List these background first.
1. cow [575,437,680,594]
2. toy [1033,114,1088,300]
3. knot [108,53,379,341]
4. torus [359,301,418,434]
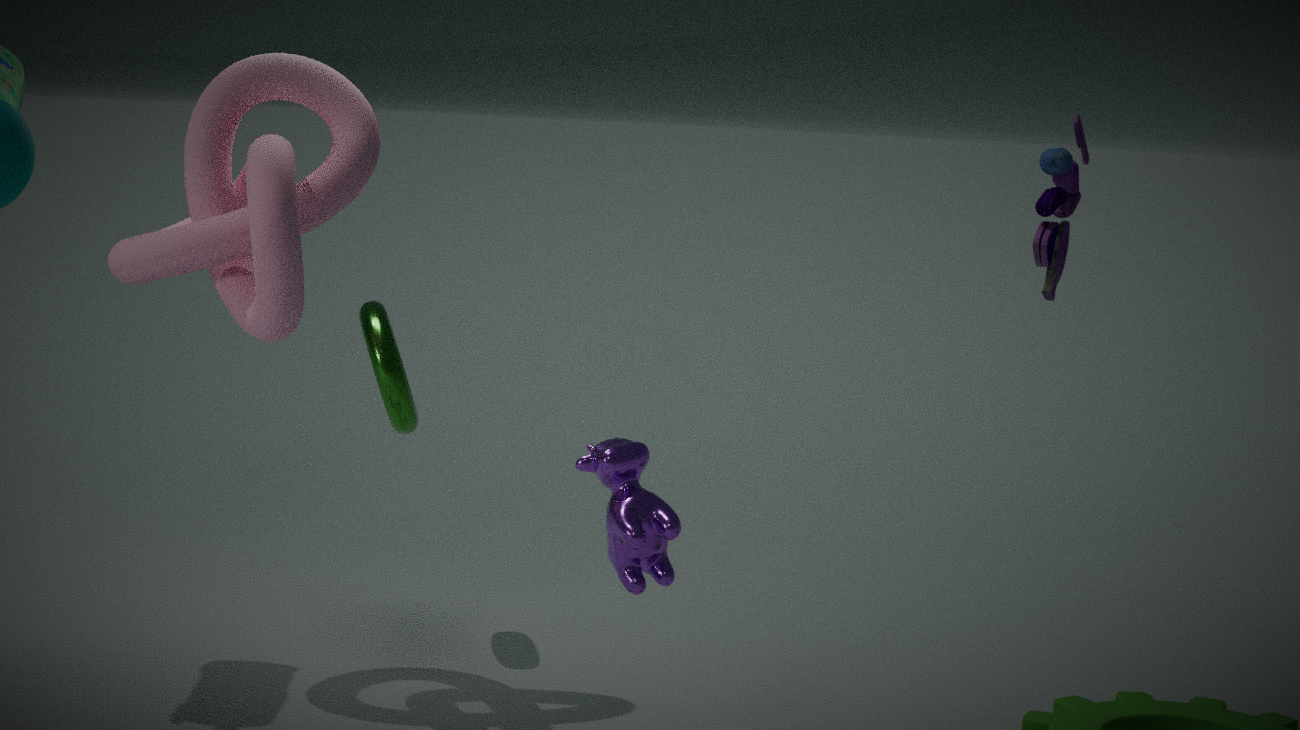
torus [359,301,418,434], toy [1033,114,1088,300], knot [108,53,379,341], cow [575,437,680,594]
